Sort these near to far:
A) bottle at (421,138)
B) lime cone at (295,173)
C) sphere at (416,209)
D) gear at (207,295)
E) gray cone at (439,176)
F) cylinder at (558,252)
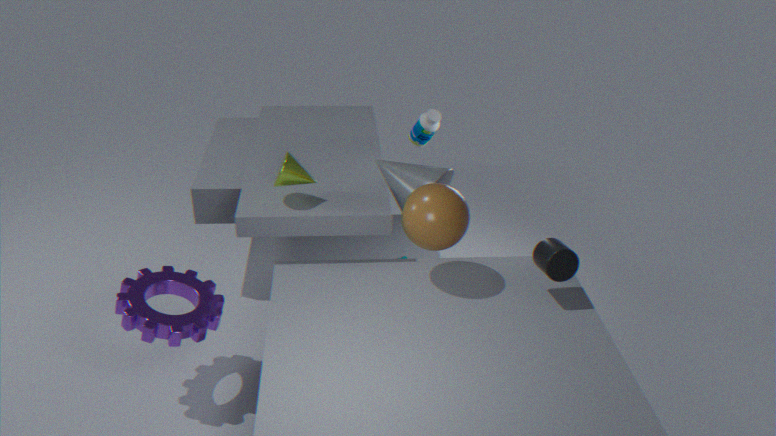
gear at (207,295)
cylinder at (558,252)
sphere at (416,209)
lime cone at (295,173)
gray cone at (439,176)
bottle at (421,138)
